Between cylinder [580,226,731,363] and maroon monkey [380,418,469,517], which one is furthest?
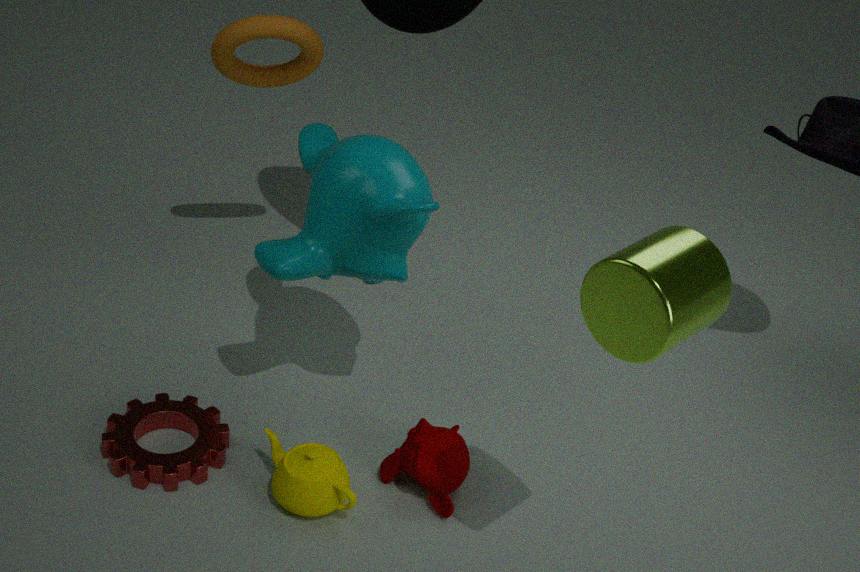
maroon monkey [380,418,469,517]
